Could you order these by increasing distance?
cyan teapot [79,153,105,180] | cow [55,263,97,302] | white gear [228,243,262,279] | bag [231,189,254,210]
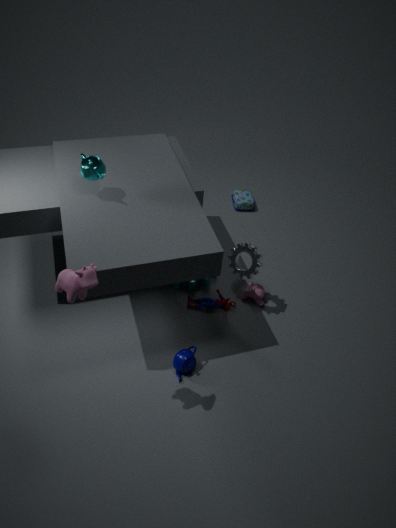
cow [55,263,97,302] < cyan teapot [79,153,105,180] < white gear [228,243,262,279] < bag [231,189,254,210]
